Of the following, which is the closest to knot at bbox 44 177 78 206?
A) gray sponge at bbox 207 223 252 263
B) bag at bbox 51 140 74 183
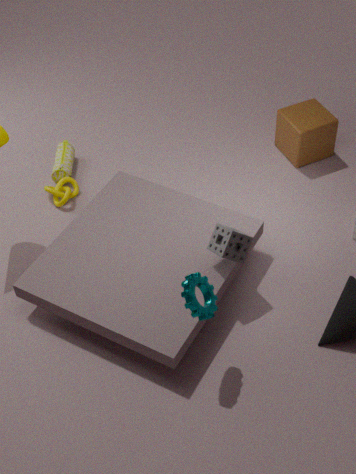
bag at bbox 51 140 74 183
